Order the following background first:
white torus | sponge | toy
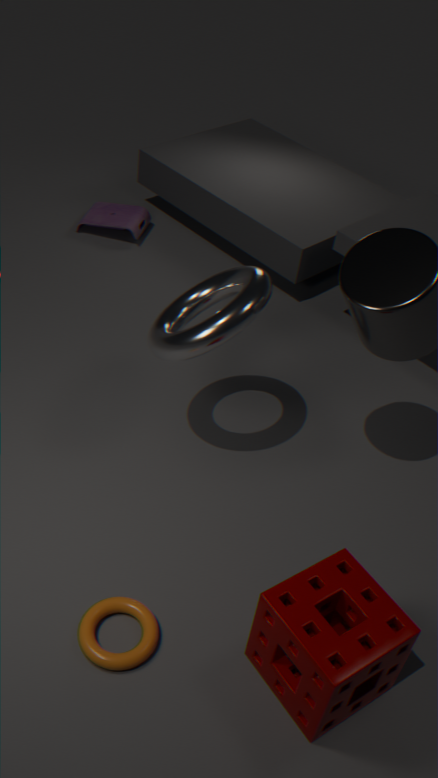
1. toy
2. white torus
3. sponge
